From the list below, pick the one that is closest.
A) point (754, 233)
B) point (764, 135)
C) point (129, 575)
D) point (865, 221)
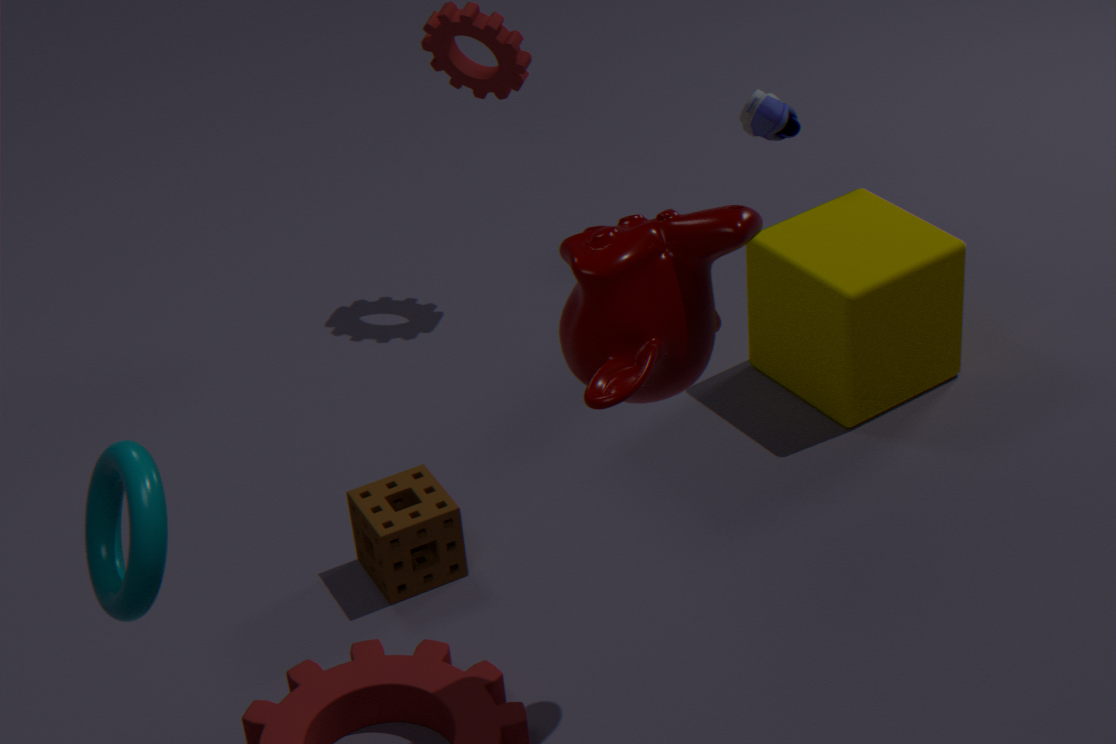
point (129, 575)
